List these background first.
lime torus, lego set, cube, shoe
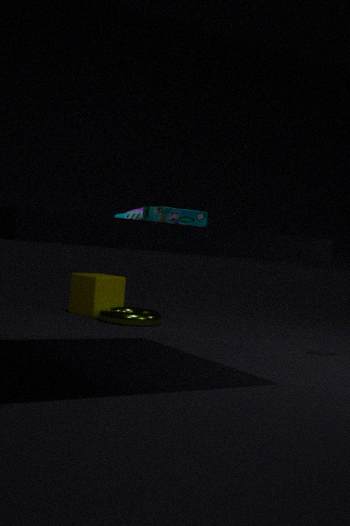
1. cube
2. lime torus
3. shoe
4. lego set
